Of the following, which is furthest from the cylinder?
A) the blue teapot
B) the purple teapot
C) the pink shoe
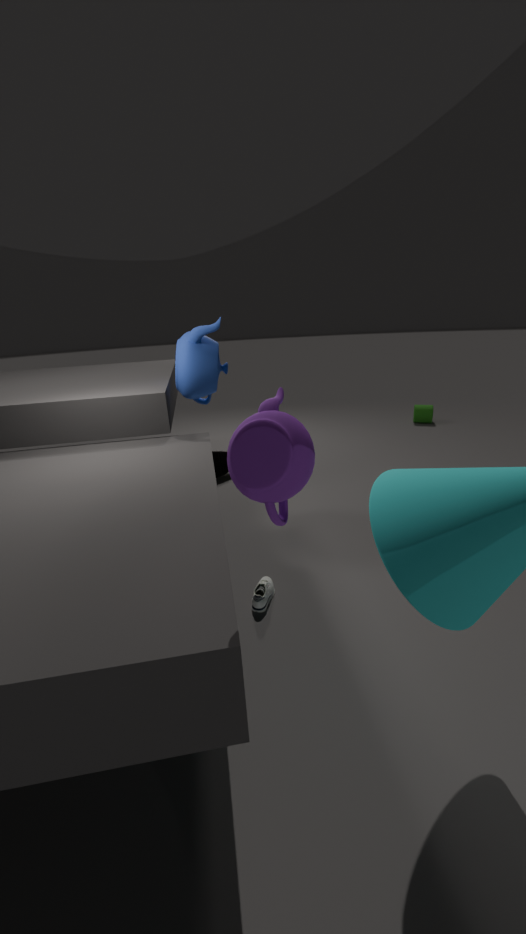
the purple teapot
